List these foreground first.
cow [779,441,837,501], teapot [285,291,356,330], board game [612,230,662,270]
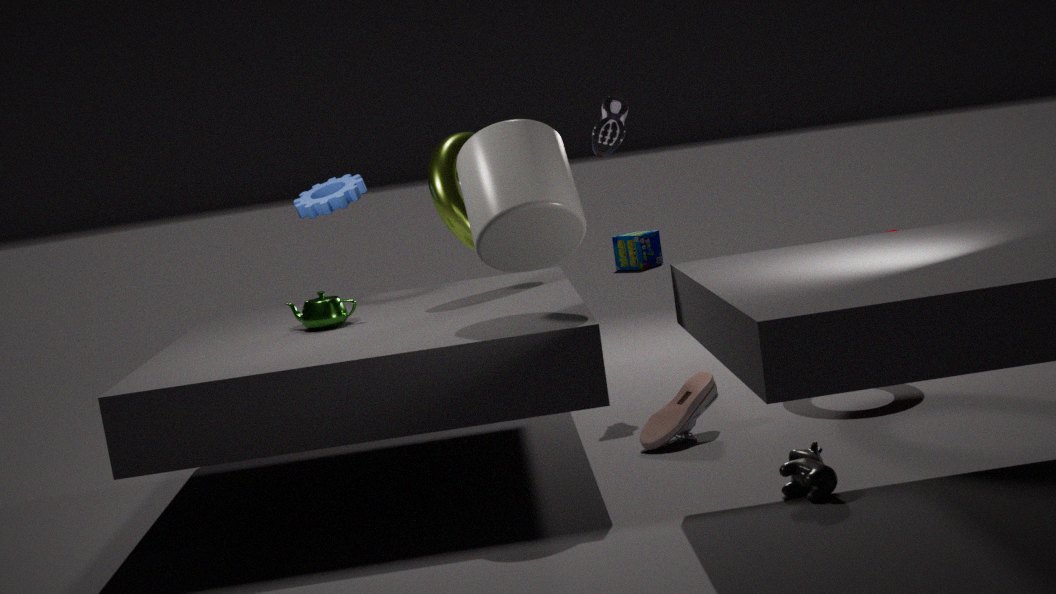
cow [779,441,837,501]
teapot [285,291,356,330]
board game [612,230,662,270]
